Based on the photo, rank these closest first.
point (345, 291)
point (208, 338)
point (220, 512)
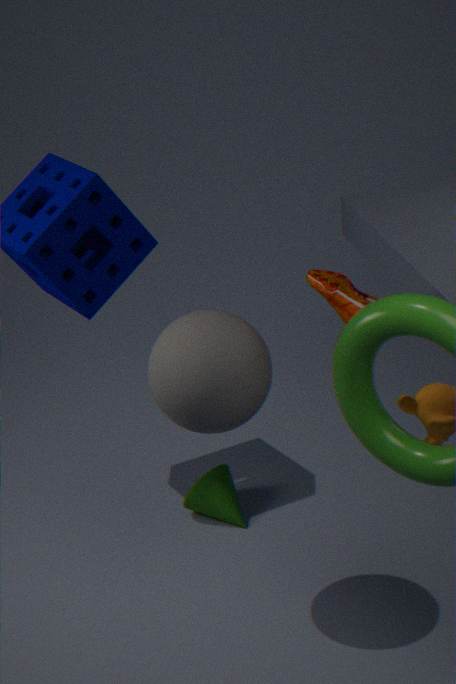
1. point (208, 338)
2. point (345, 291)
3. point (220, 512)
